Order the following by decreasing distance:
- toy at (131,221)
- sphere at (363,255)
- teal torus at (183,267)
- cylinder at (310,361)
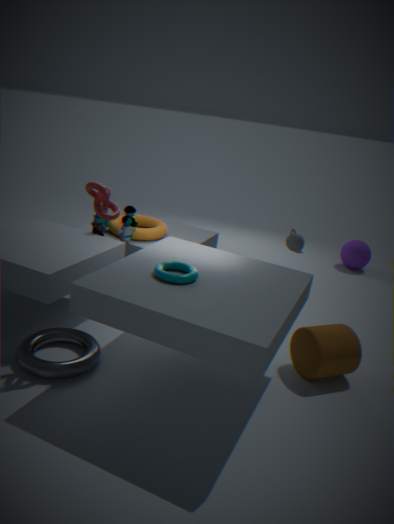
sphere at (363,255), toy at (131,221), cylinder at (310,361), teal torus at (183,267)
